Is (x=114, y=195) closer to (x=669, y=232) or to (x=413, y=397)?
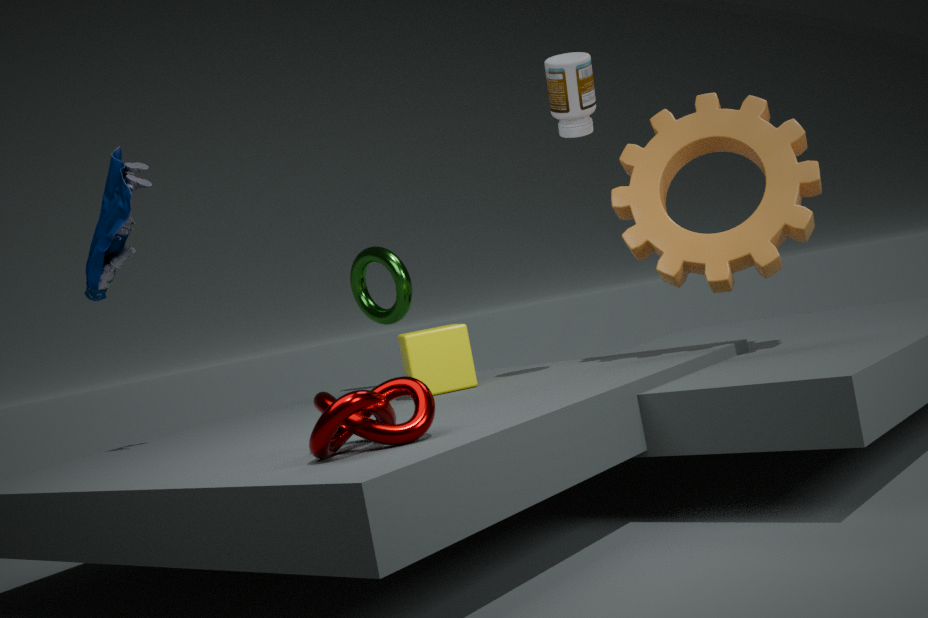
(x=413, y=397)
